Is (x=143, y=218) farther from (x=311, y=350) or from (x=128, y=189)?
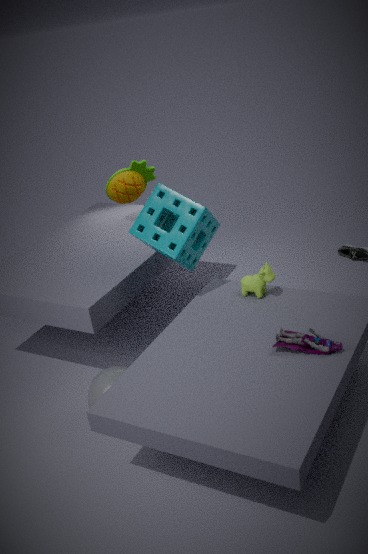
(x=311, y=350)
